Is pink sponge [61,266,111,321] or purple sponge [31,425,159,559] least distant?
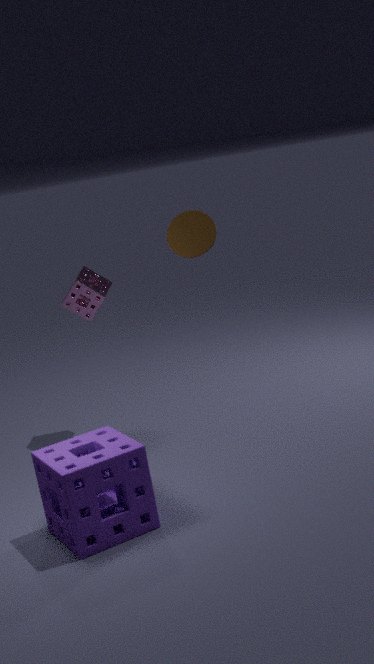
purple sponge [31,425,159,559]
